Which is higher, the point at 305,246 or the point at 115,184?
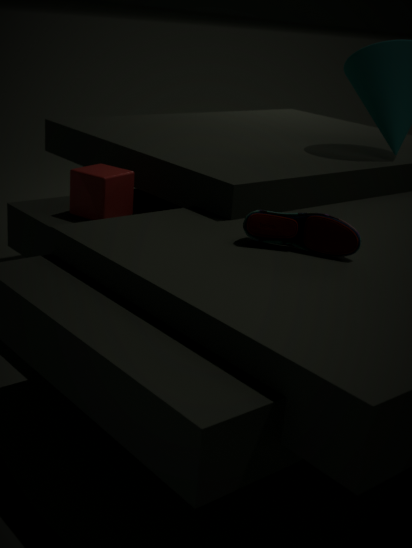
the point at 305,246
